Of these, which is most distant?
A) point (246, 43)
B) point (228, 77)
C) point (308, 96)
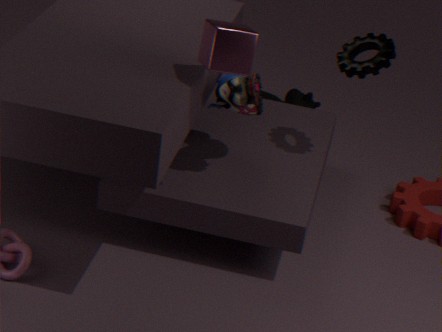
point (308, 96)
